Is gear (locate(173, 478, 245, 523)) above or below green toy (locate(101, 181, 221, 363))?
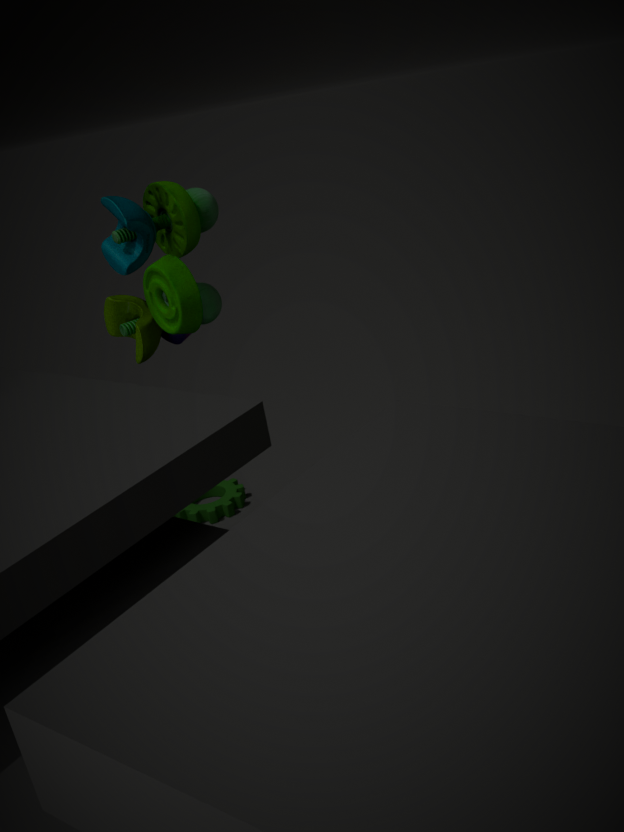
below
